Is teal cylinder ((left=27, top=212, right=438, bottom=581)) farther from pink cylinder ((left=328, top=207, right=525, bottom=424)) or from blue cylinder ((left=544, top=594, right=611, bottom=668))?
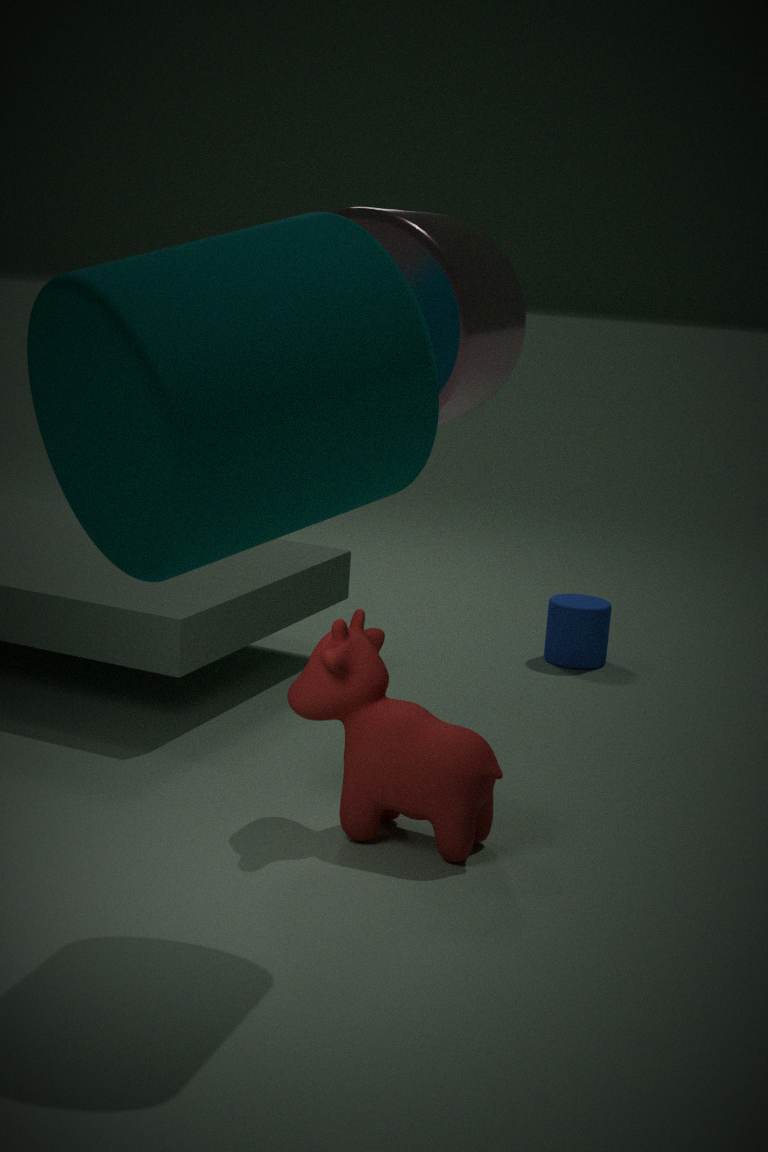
blue cylinder ((left=544, top=594, right=611, bottom=668))
